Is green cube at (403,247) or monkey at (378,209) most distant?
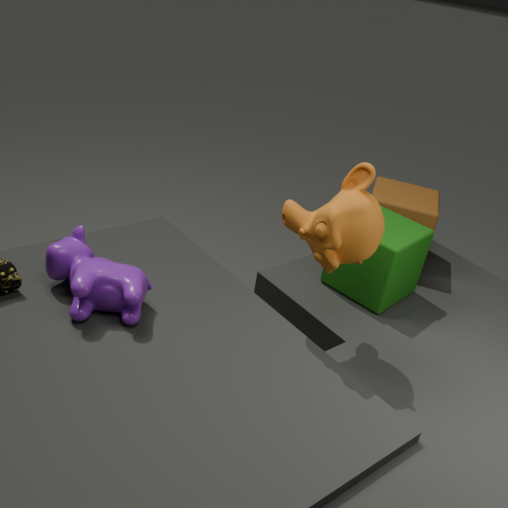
green cube at (403,247)
